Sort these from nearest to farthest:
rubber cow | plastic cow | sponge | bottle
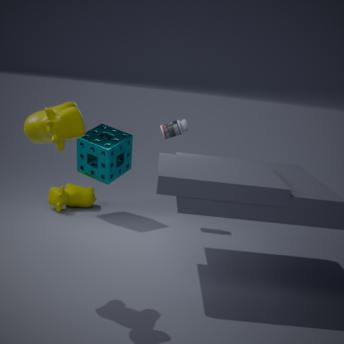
1. plastic cow
2. sponge
3. bottle
4. rubber cow
